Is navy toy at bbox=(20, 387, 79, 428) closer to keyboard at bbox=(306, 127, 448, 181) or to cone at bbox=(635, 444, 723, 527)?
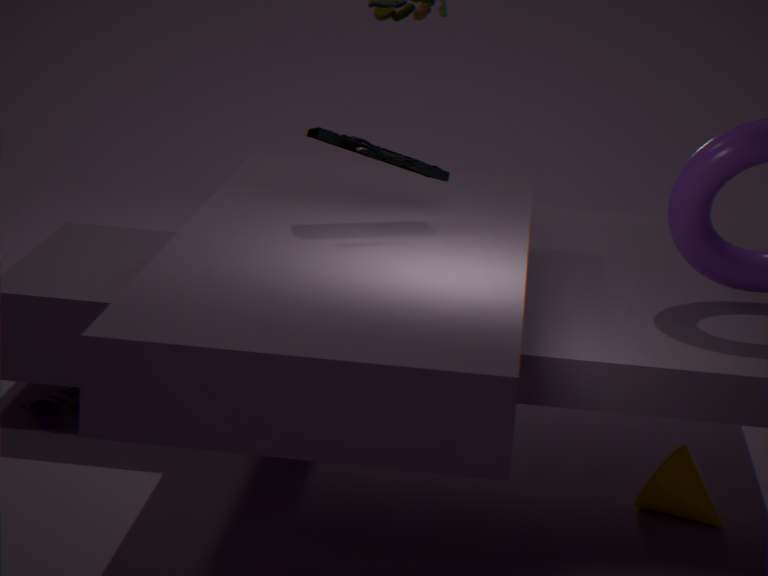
keyboard at bbox=(306, 127, 448, 181)
